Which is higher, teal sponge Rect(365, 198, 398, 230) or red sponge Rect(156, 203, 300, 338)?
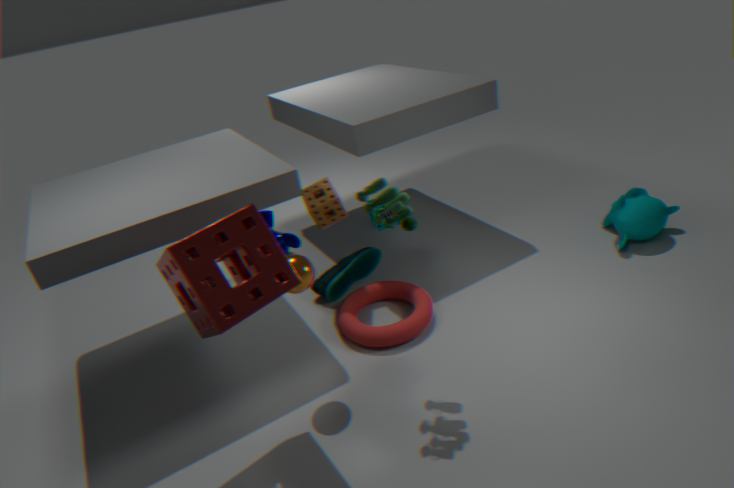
red sponge Rect(156, 203, 300, 338)
